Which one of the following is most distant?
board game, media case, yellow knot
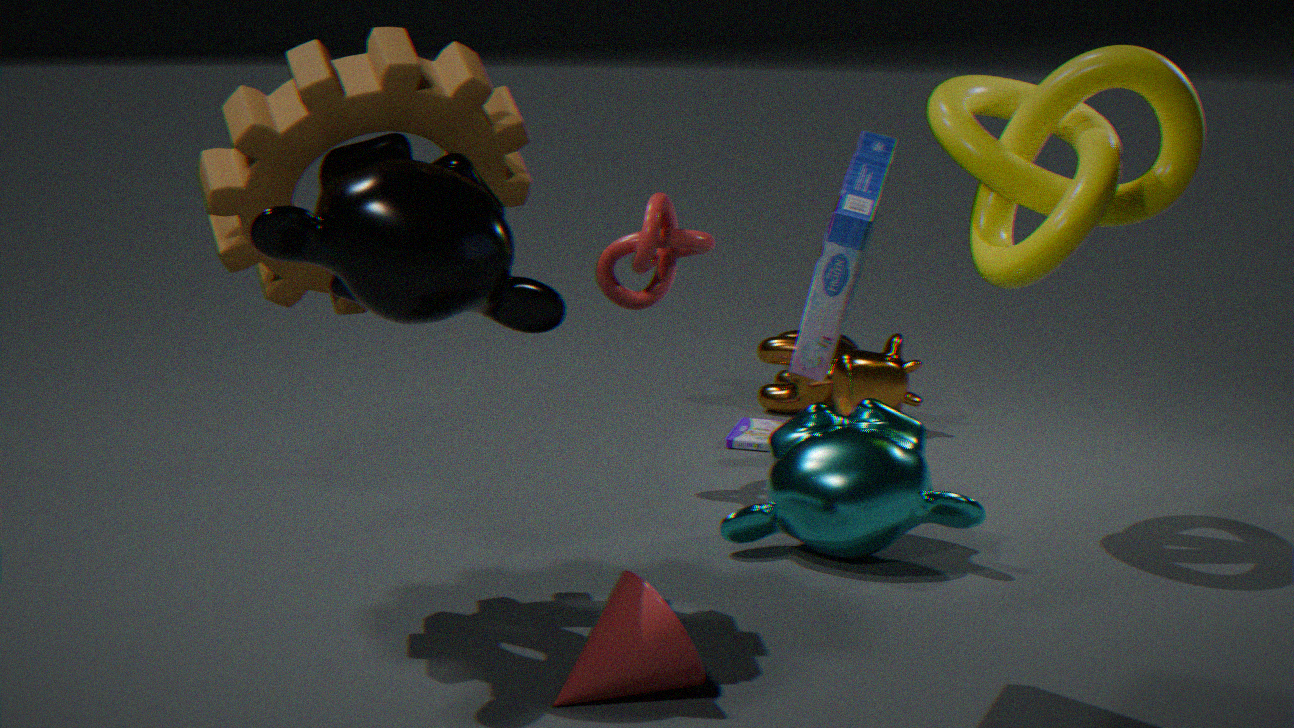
media case
